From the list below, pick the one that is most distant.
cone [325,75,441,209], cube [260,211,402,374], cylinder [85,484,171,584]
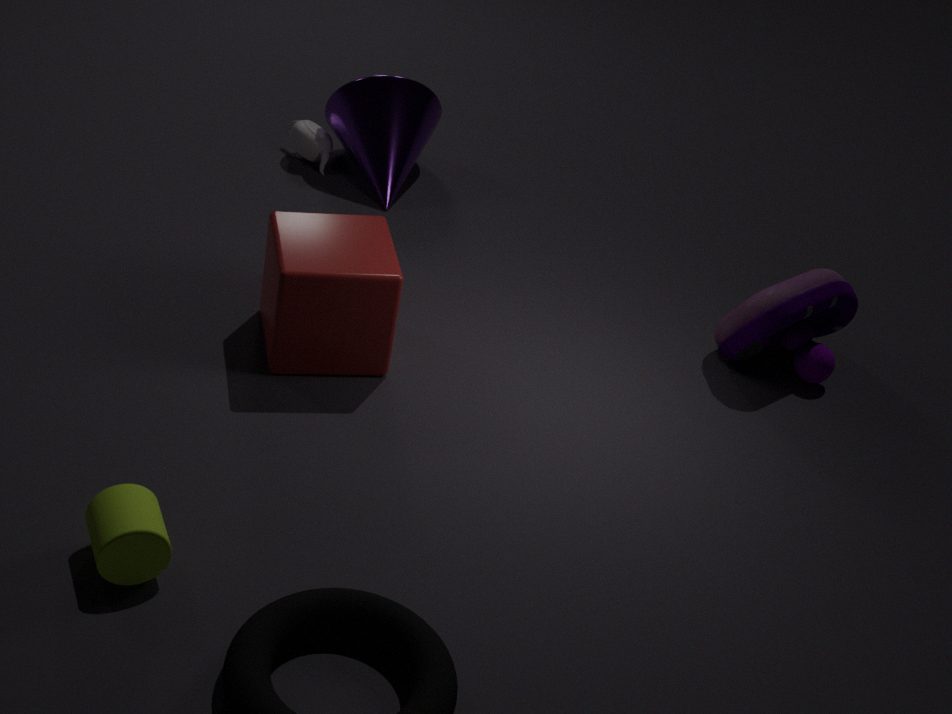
cone [325,75,441,209]
